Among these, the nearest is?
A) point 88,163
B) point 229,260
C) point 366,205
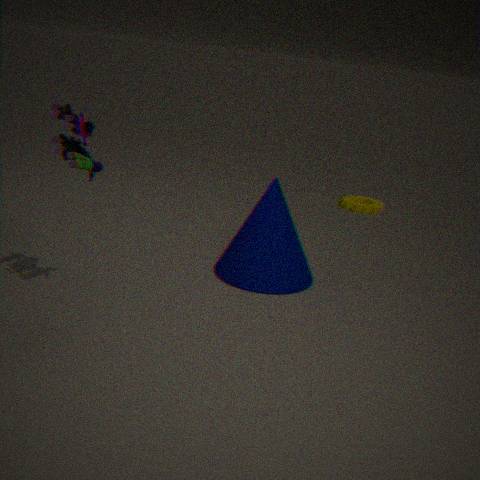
point 88,163
